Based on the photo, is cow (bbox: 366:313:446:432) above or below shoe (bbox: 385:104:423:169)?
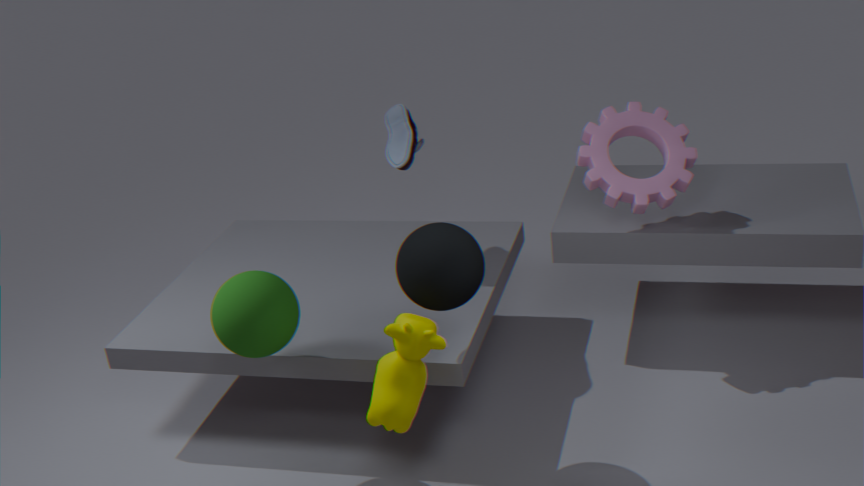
below
